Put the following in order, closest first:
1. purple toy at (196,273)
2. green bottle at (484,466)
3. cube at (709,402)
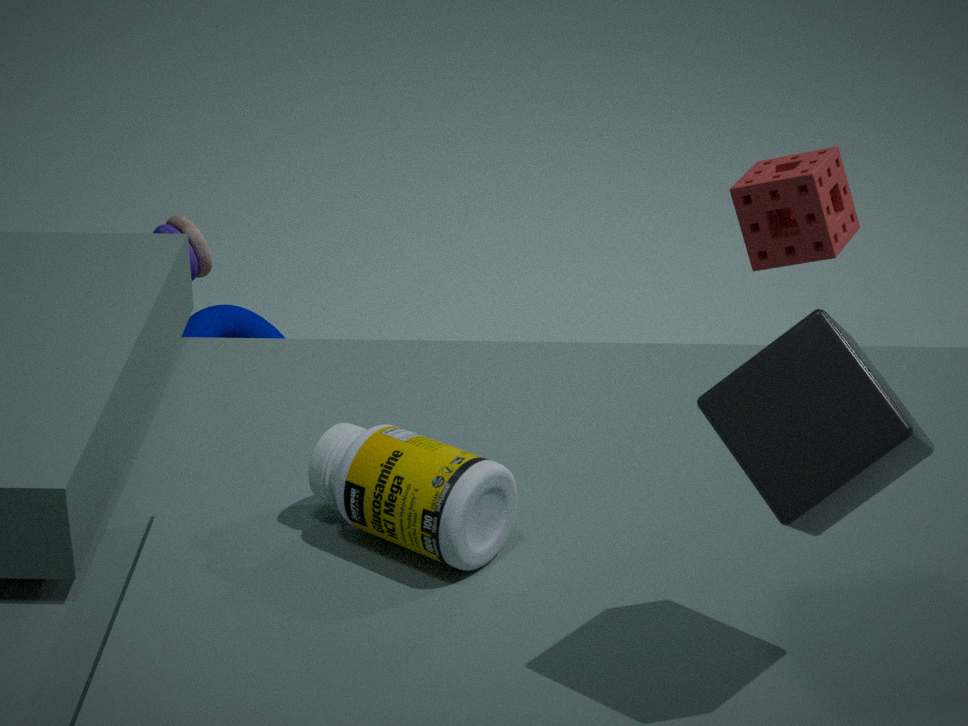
cube at (709,402)
green bottle at (484,466)
purple toy at (196,273)
